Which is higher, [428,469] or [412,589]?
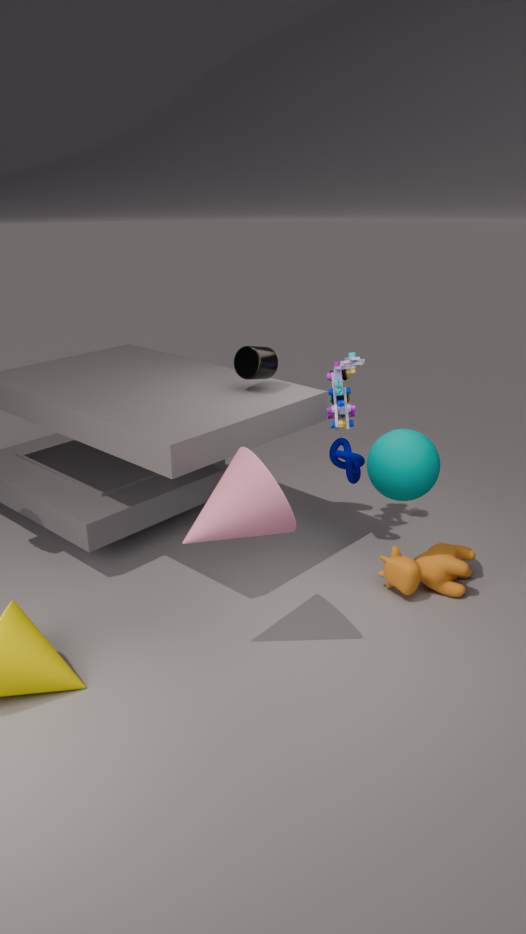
[428,469]
